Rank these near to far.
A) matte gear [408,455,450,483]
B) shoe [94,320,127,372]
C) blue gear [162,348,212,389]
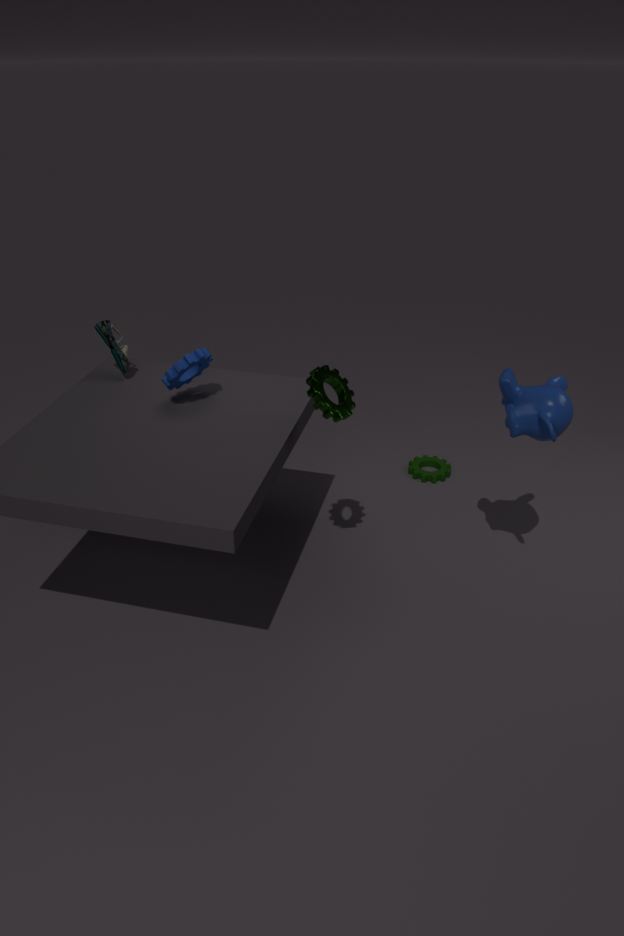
blue gear [162,348,212,389] → shoe [94,320,127,372] → matte gear [408,455,450,483]
